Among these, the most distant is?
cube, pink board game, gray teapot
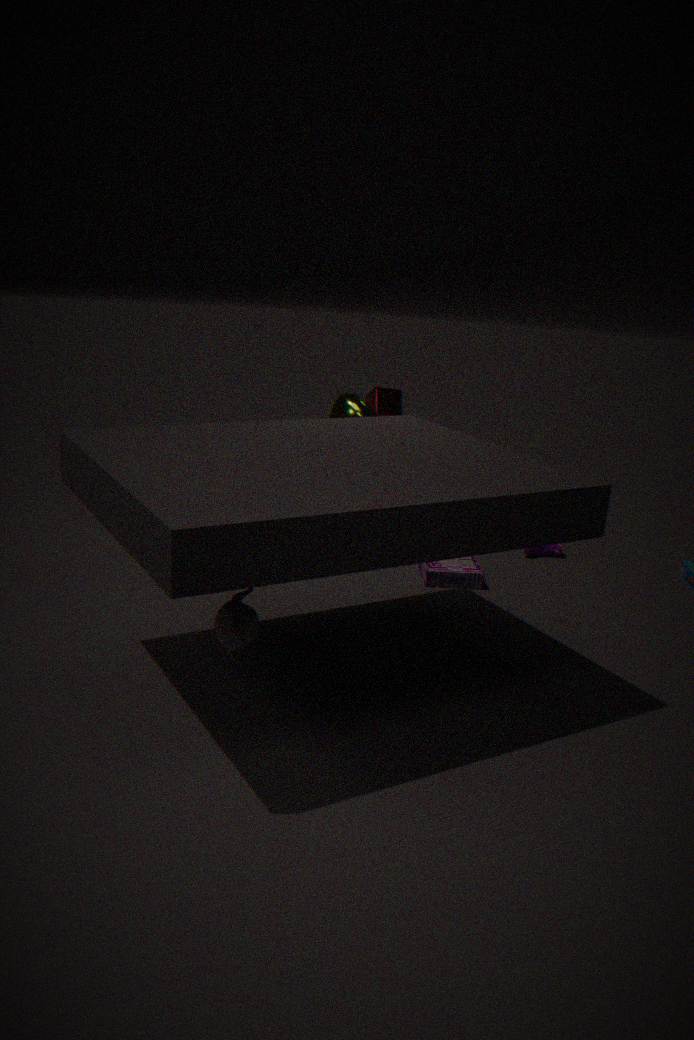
cube
